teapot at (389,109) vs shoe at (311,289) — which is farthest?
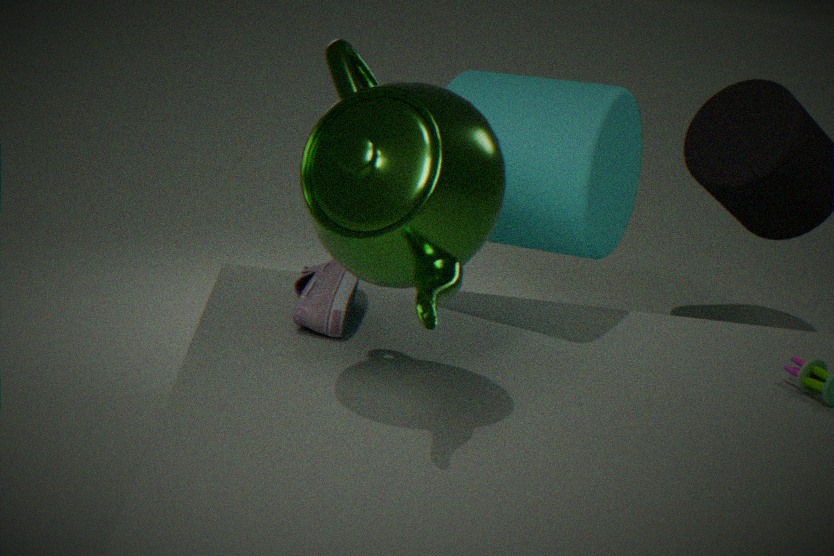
shoe at (311,289)
